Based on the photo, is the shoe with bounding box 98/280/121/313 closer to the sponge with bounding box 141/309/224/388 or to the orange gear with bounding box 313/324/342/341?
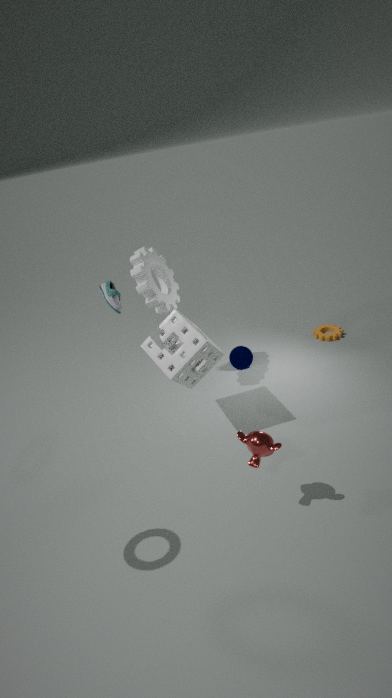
the sponge with bounding box 141/309/224/388
